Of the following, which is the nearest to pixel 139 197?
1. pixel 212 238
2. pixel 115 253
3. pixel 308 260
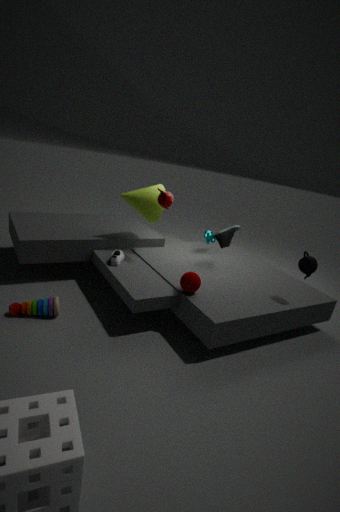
pixel 115 253
